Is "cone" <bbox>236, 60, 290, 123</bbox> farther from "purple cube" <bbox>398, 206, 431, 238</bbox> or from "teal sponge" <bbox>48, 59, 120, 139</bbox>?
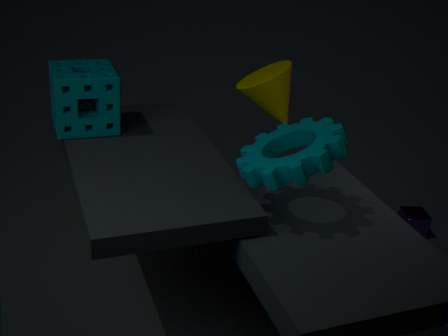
"purple cube" <bbox>398, 206, 431, 238</bbox>
